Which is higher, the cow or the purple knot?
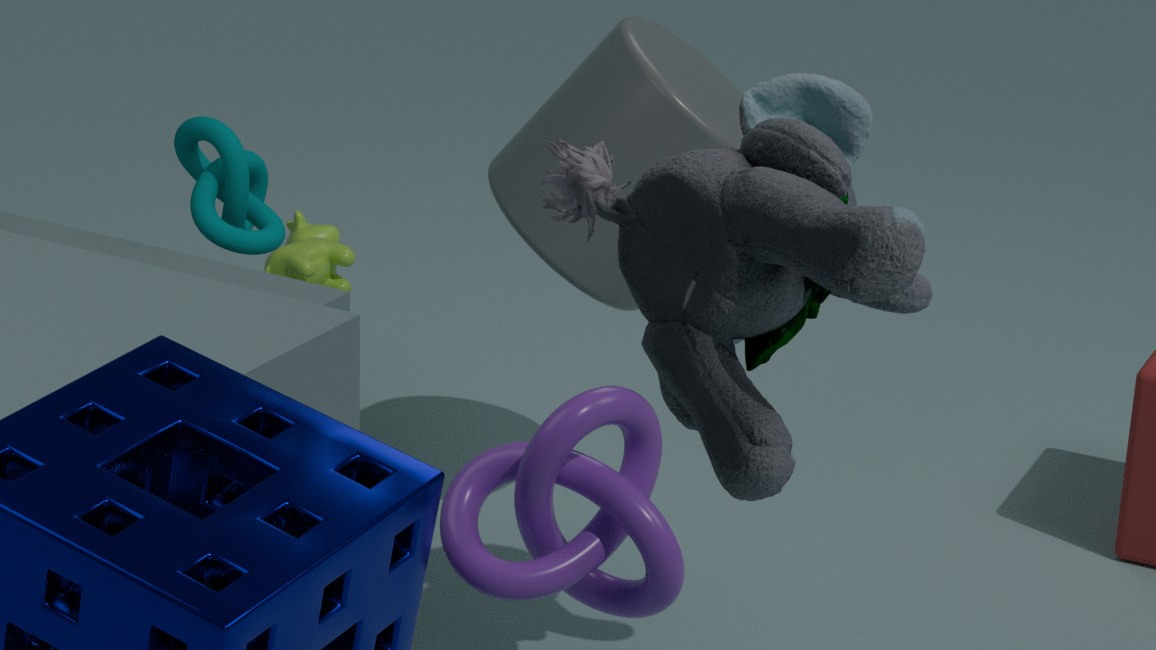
the purple knot
